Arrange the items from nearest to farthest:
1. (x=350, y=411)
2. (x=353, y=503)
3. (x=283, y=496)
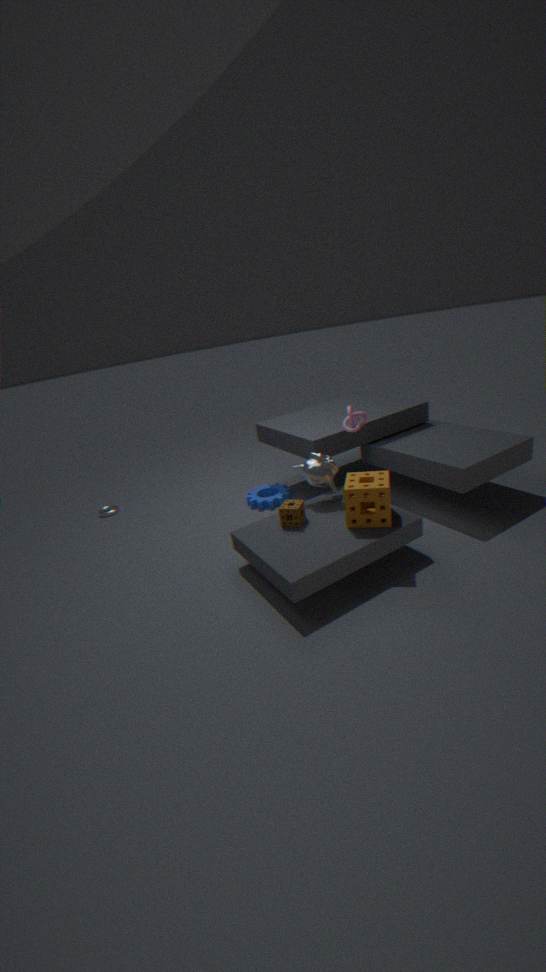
(x=353, y=503) → (x=350, y=411) → (x=283, y=496)
